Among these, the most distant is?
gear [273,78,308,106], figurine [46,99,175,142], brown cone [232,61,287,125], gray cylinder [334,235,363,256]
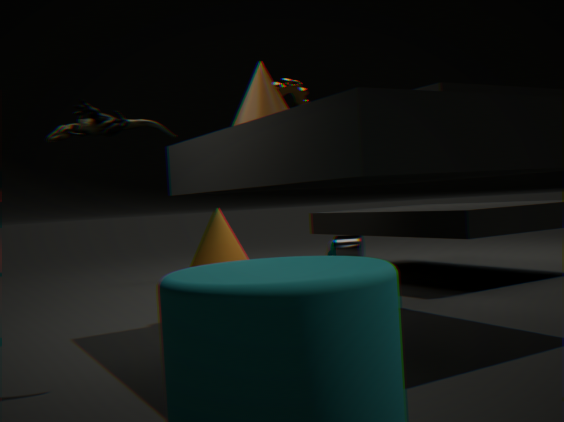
gray cylinder [334,235,363,256]
